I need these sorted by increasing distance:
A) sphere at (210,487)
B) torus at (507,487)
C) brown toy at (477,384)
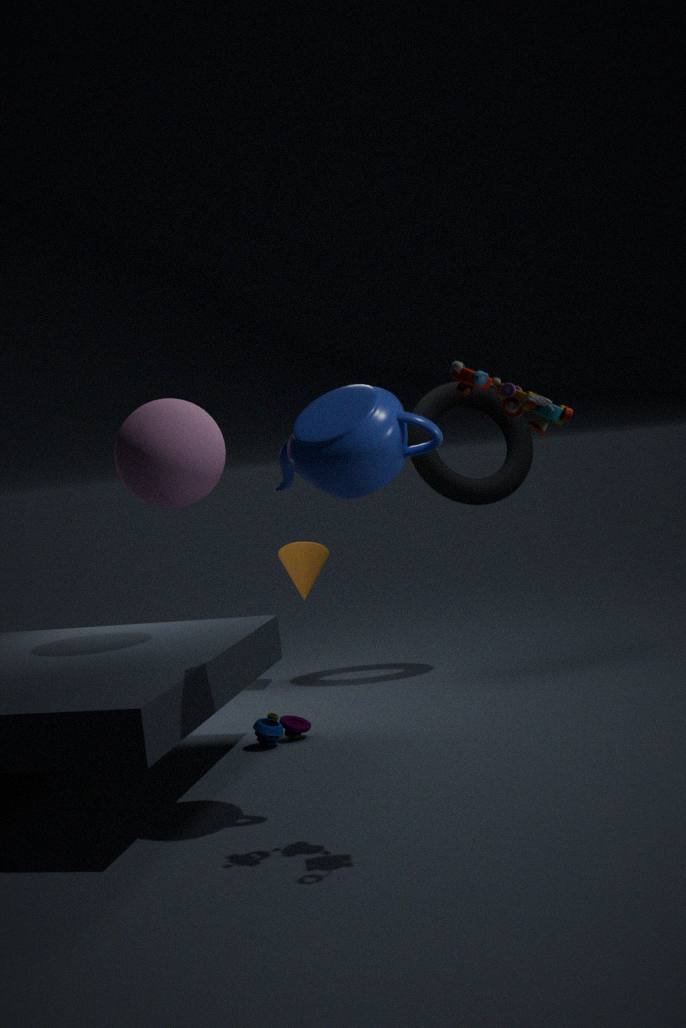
brown toy at (477,384), sphere at (210,487), torus at (507,487)
